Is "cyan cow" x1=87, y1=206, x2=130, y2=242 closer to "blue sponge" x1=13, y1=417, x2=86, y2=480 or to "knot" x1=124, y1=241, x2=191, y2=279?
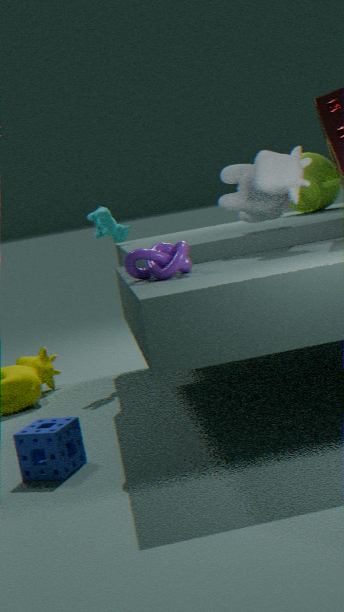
"knot" x1=124, y1=241, x2=191, y2=279
